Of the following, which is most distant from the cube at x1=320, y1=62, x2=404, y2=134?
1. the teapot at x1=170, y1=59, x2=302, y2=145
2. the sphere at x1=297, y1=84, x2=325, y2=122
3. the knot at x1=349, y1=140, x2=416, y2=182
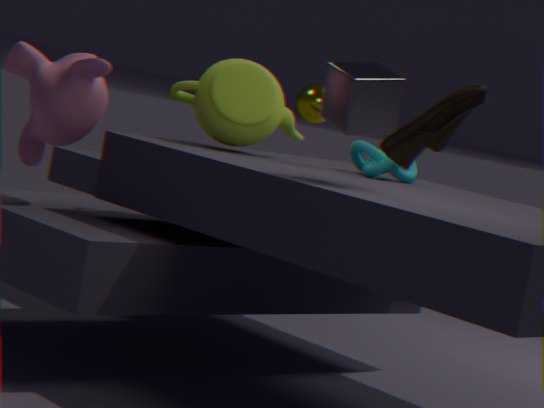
the sphere at x1=297, y1=84, x2=325, y2=122
